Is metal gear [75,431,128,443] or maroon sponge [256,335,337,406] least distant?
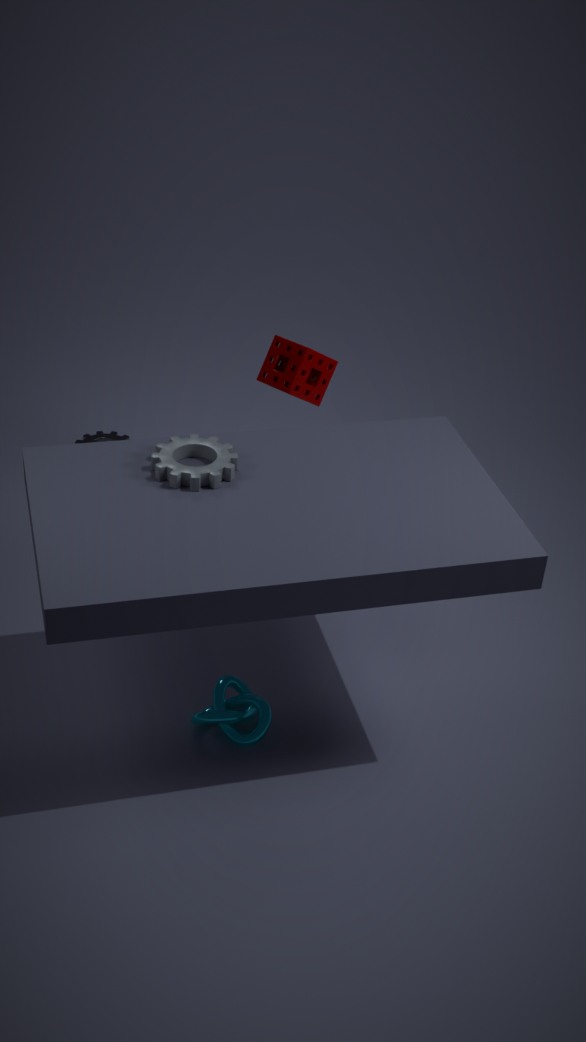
maroon sponge [256,335,337,406]
